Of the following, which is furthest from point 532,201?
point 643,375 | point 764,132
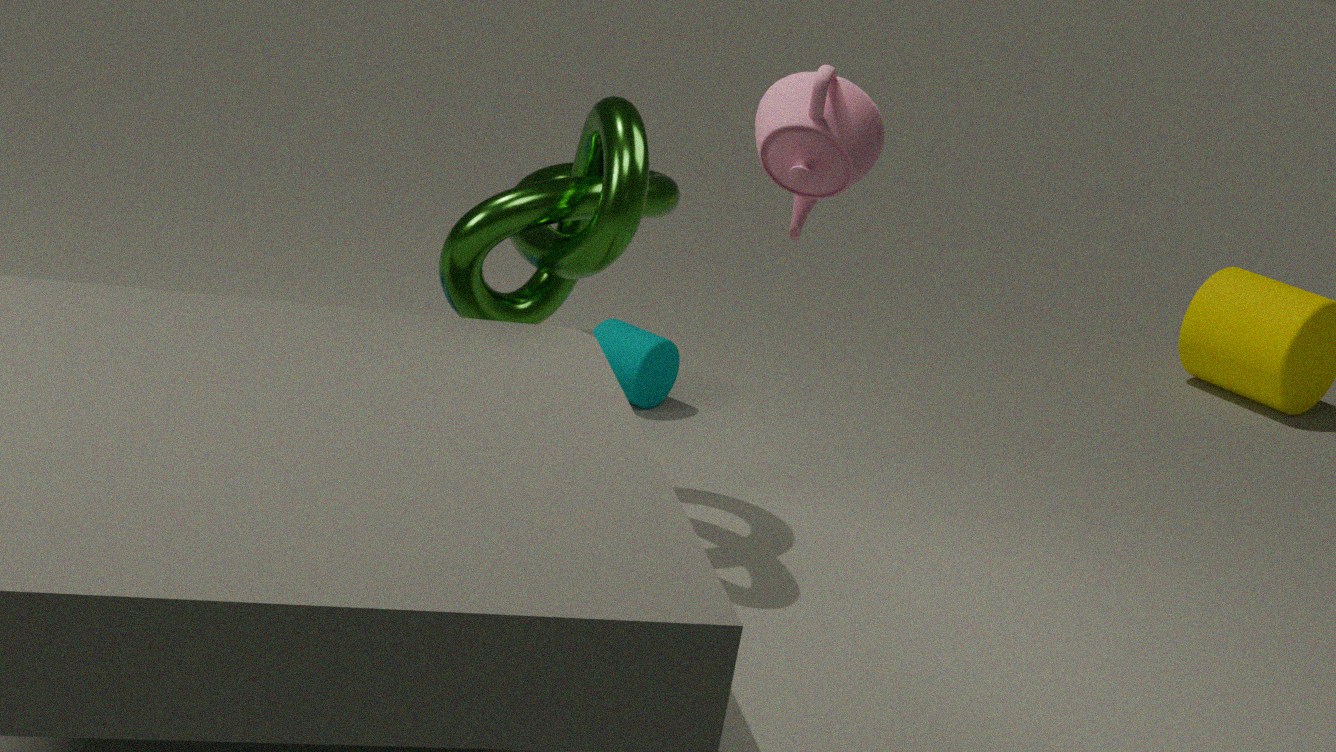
point 764,132
